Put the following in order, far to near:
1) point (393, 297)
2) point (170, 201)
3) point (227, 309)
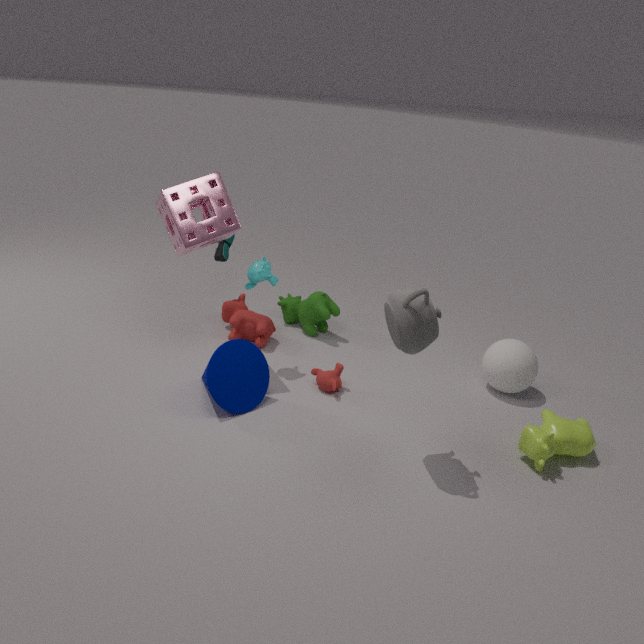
3. point (227, 309) < 2. point (170, 201) < 1. point (393, 297)
